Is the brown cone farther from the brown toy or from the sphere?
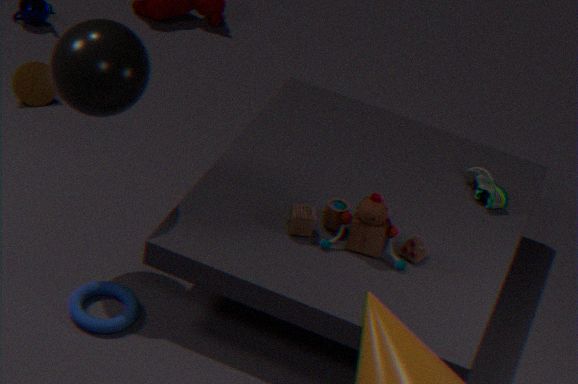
the brown toy
